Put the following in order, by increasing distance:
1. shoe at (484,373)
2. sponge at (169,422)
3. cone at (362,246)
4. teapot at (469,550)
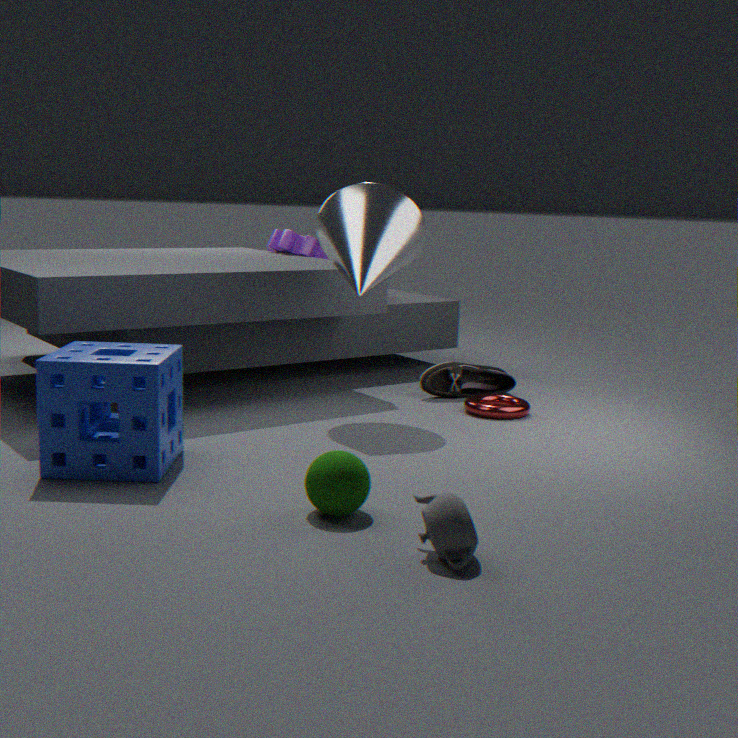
teapot at (469,550), sponge at (169,422), cone at (362,246), shoe at (484,373)
